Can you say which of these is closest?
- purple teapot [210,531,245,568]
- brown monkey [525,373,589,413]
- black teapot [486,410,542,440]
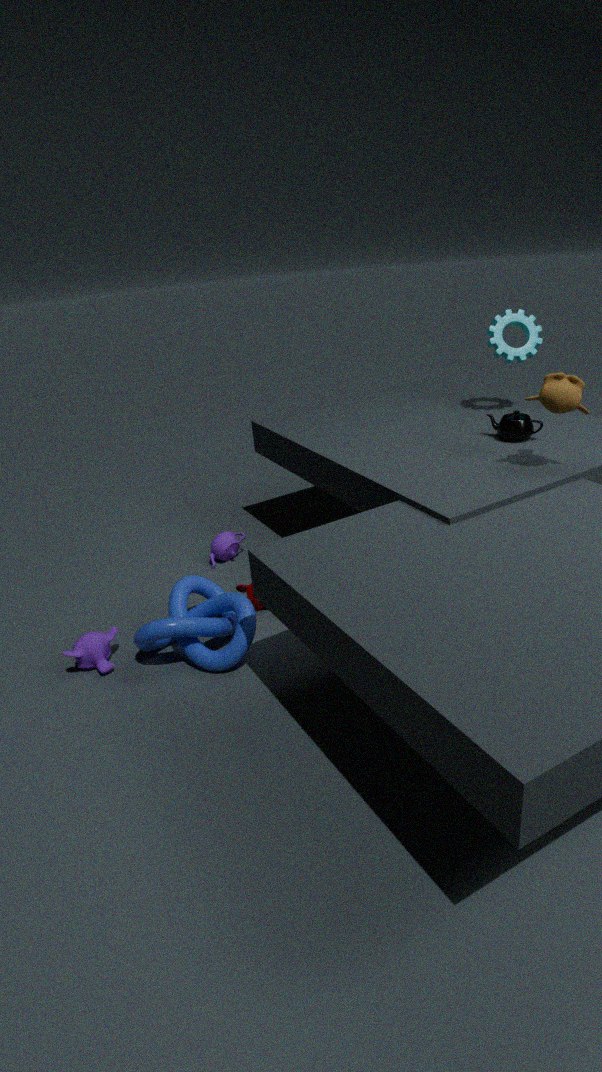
brown monkey [525,373,589,413]
